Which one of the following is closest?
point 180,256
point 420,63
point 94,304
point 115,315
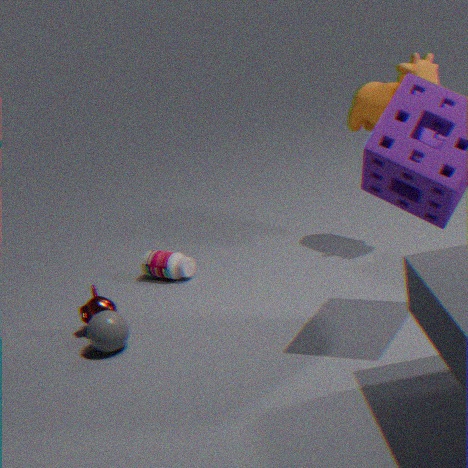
point 115,315
